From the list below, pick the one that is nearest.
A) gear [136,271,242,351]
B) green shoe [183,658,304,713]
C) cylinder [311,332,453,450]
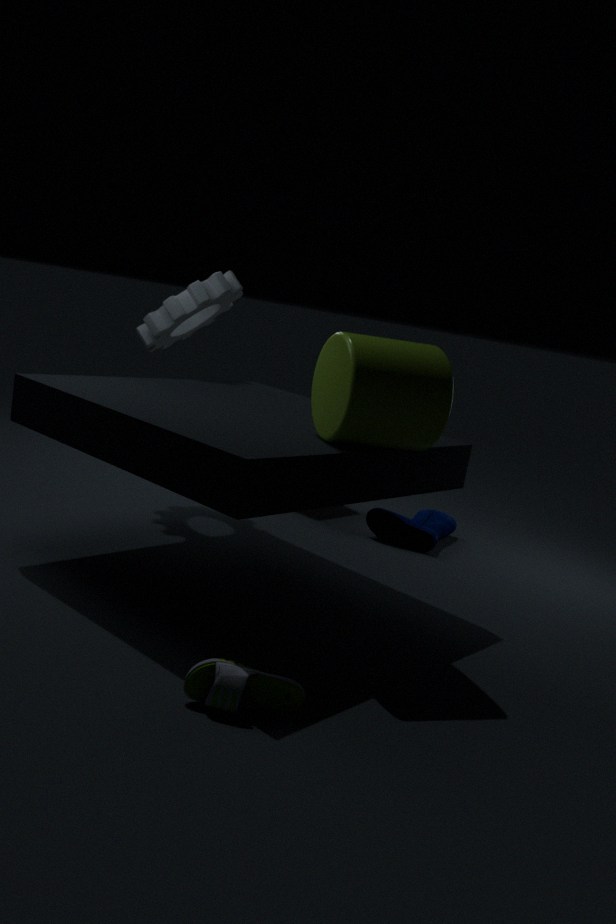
green shoe [183,658,304,713]
